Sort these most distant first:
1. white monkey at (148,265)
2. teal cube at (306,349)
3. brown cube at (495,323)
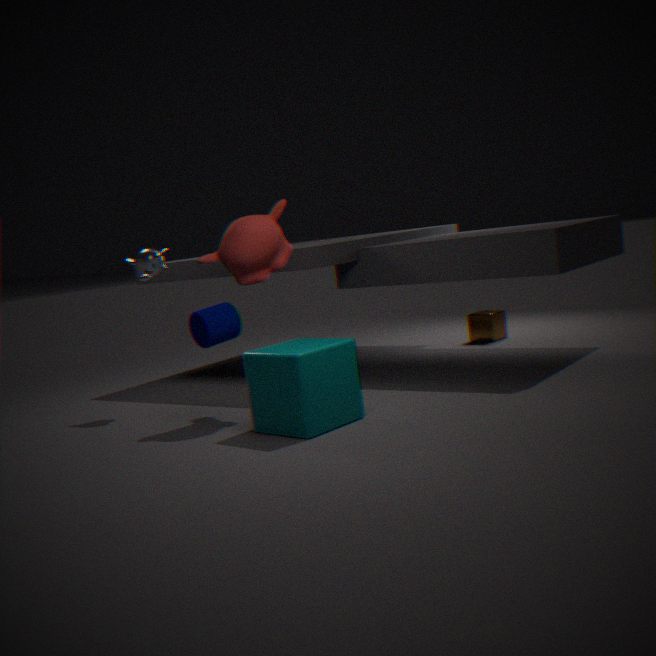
brown cube at (495,323)
white monkey at (148,265)
teal cube at (306,349)
